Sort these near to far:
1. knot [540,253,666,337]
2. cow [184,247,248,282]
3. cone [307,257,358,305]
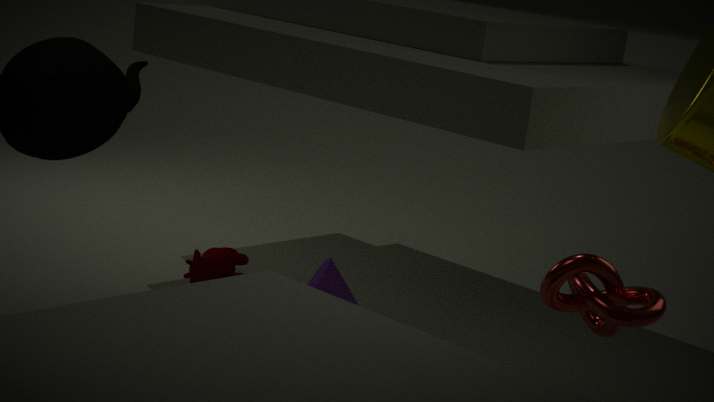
knot [540,253,666,337]
cone [307,257,358,305]
cow [184,247,248,282]
